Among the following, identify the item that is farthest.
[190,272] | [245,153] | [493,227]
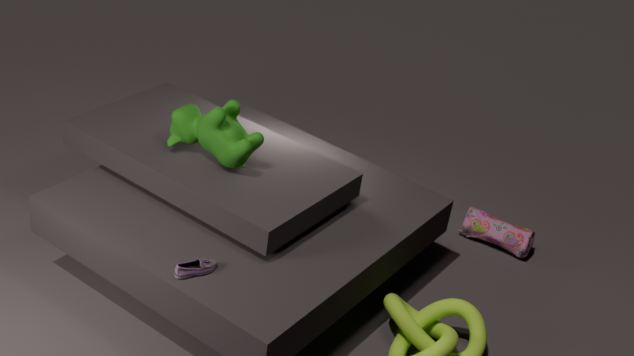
[493,227]
